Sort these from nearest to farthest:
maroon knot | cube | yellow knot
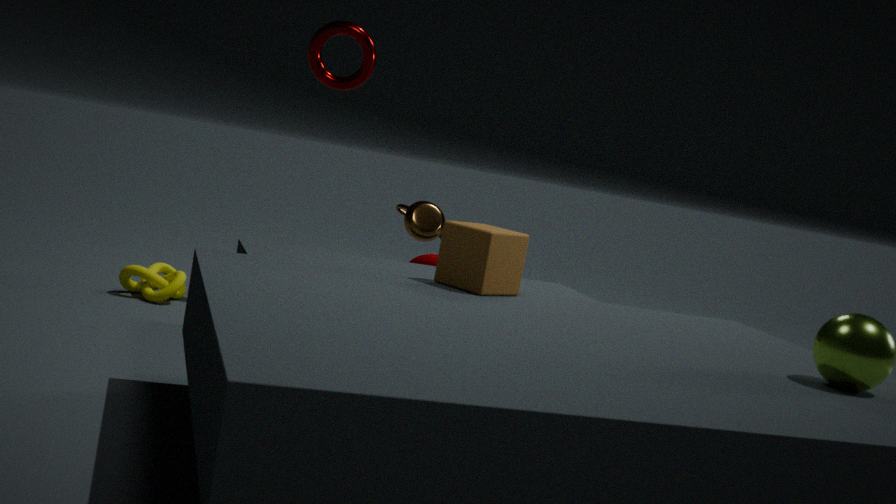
1. cube
2. yellow knot
3. maroon knot
